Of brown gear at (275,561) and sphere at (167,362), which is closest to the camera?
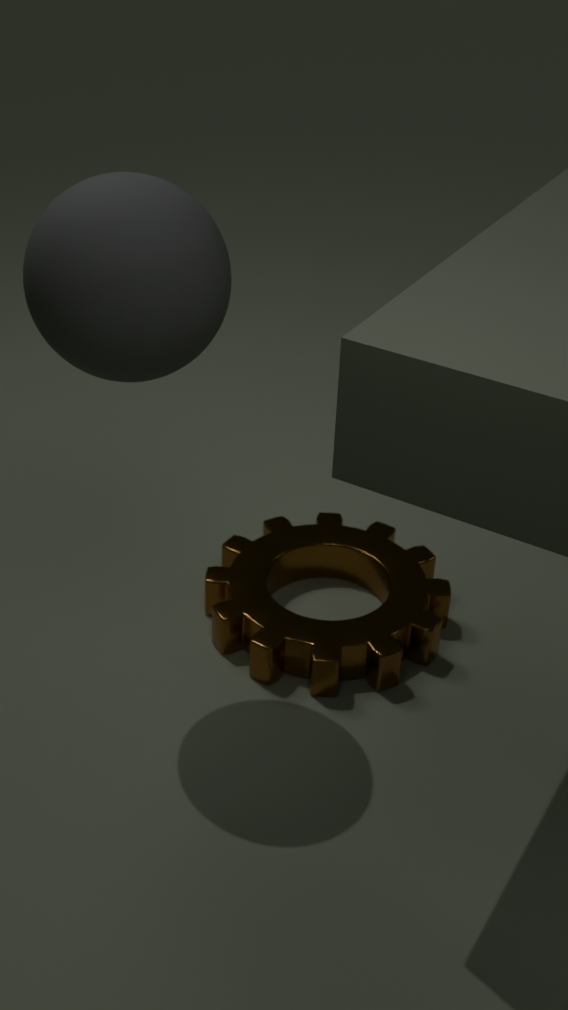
sphere at (167,362)
